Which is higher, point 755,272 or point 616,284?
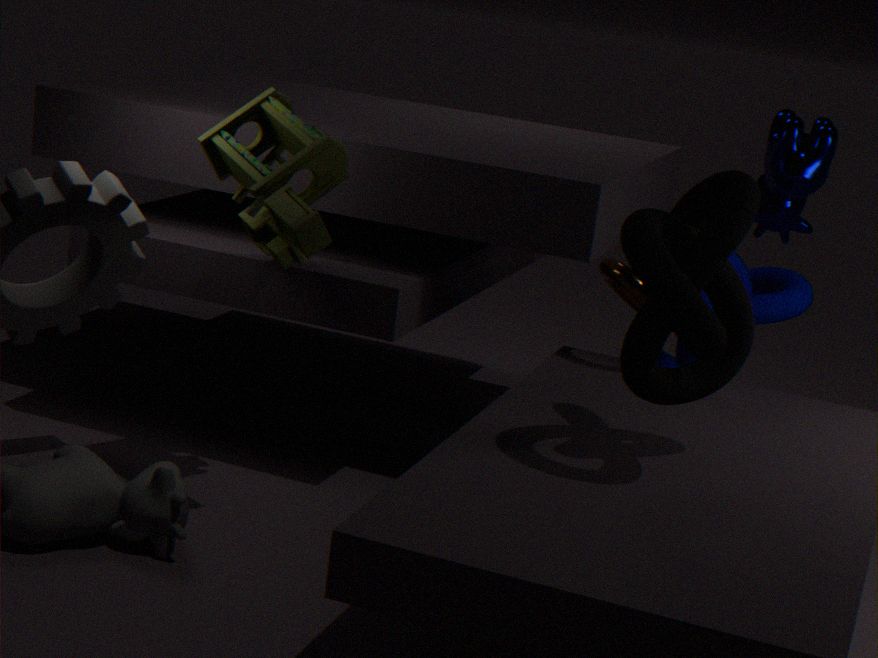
point 616,284
